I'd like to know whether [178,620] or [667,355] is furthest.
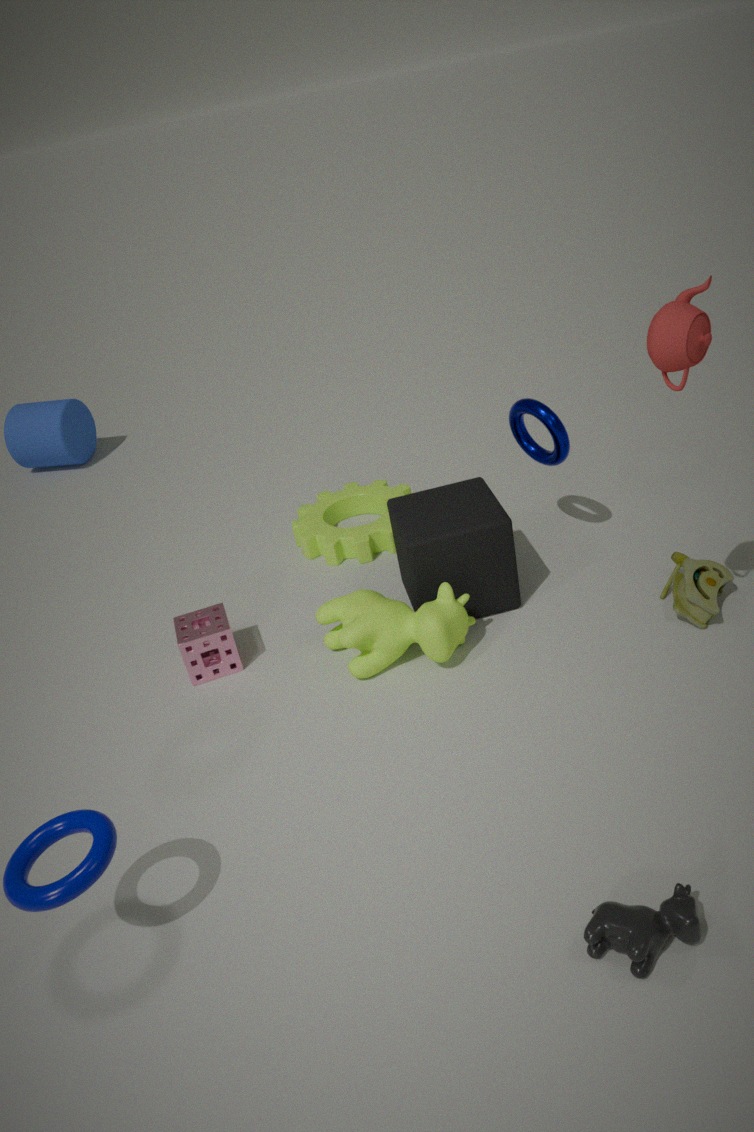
[178,620]
